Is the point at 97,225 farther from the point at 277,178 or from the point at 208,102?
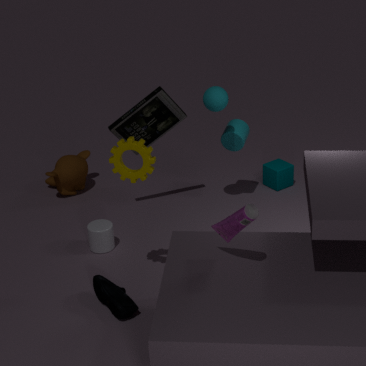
the point at 277,178
